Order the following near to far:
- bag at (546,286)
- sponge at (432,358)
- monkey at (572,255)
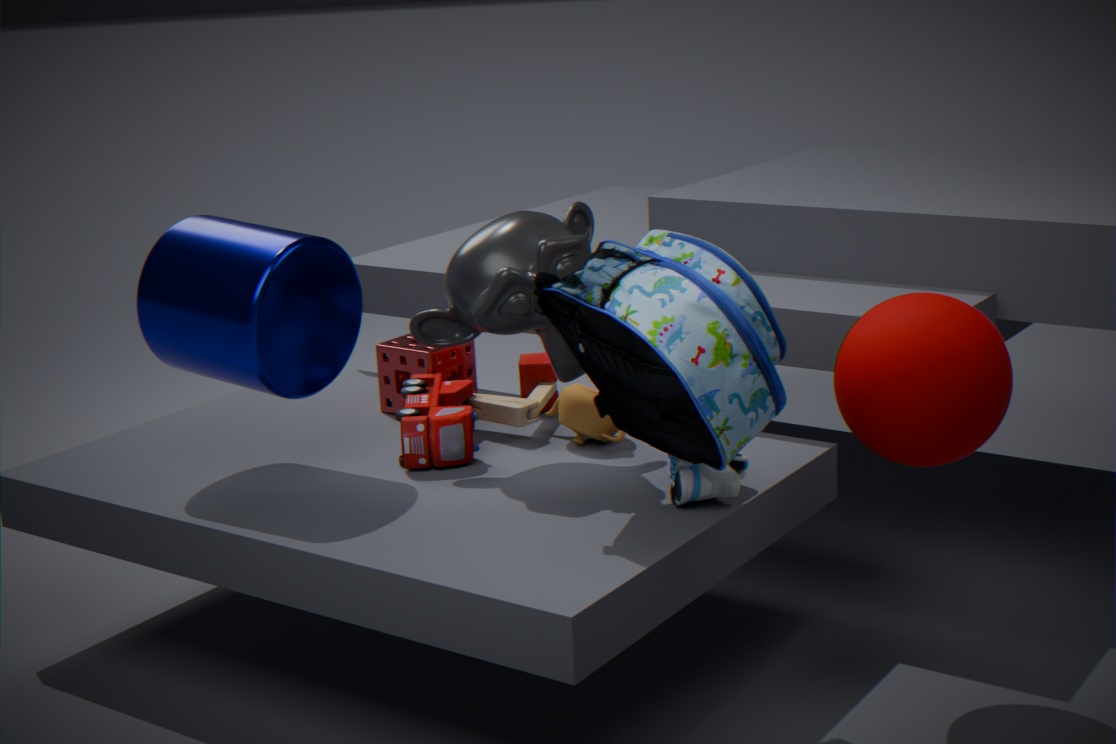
1. bag at (546,286)
2. monkey at (572,255)
3. sponge at (432,358)
